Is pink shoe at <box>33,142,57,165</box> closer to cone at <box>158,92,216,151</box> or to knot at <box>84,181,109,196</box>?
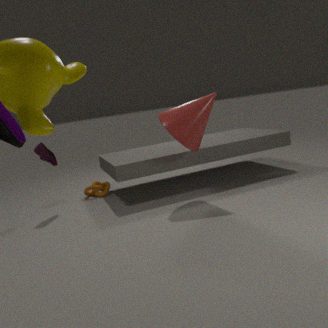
→ knot at <box>84,181,109,196</box>
